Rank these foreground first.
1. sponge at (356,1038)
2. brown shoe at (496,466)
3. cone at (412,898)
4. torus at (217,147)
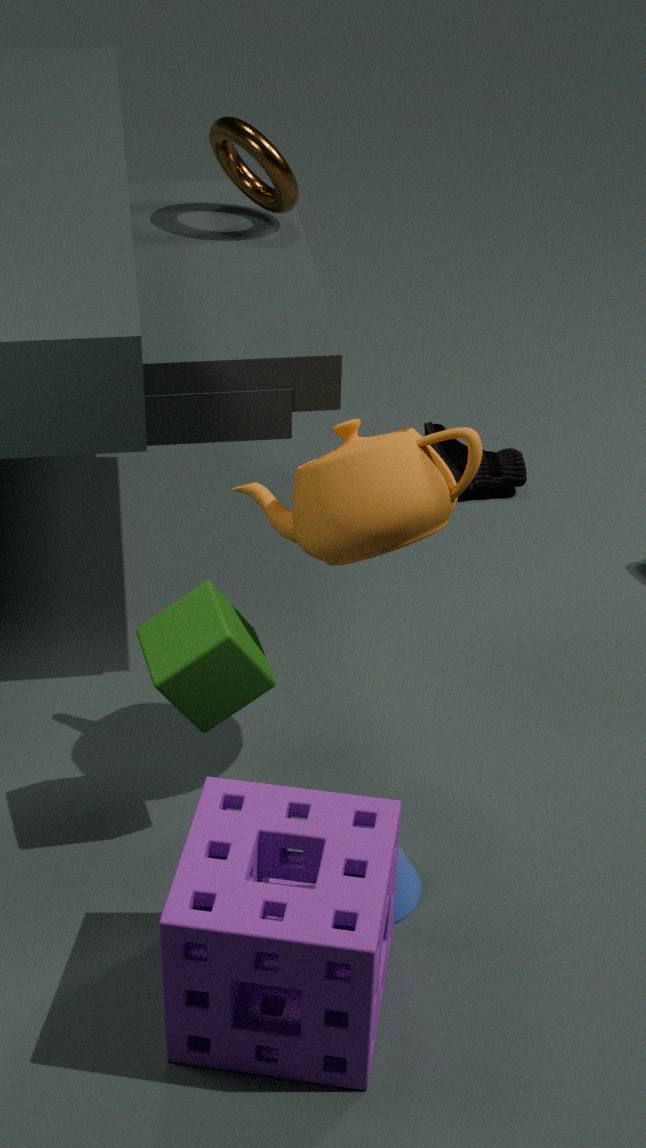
sponge at (356,1038) → cone at (412,898) → torus at (217,147) → brown shoe at (496,466)
